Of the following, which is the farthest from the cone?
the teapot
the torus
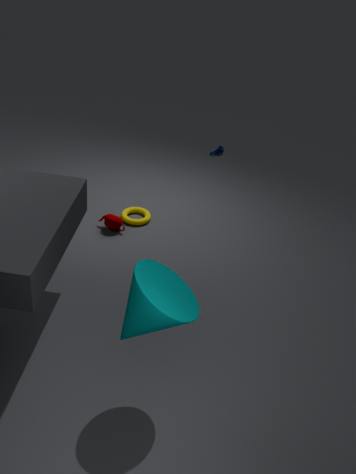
the torus
